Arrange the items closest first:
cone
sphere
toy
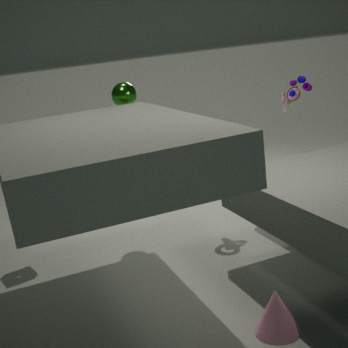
1. cone
2. sphere
3. toy
